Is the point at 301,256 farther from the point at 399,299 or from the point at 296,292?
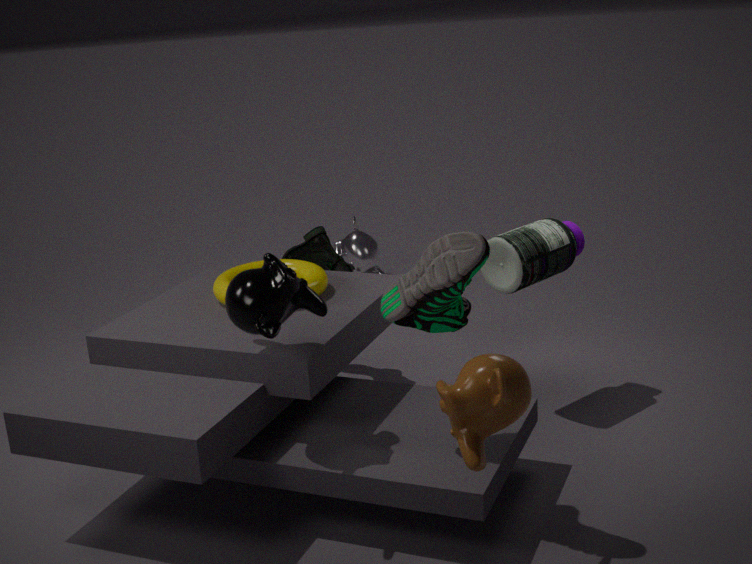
the point at 399,299
